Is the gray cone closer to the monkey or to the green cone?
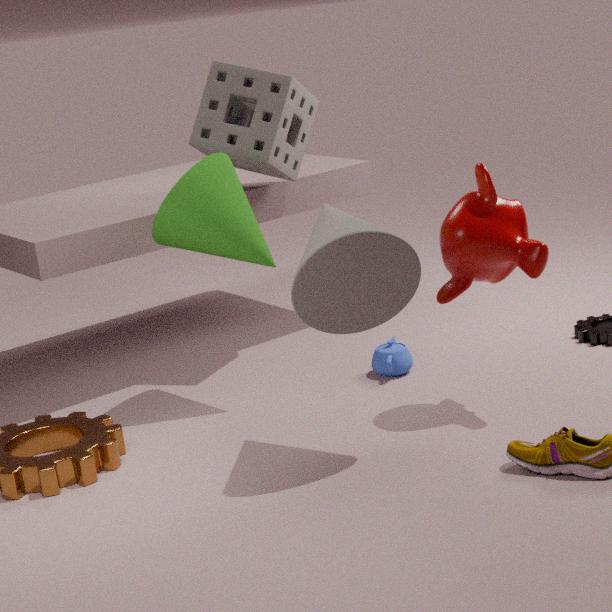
the monkey
